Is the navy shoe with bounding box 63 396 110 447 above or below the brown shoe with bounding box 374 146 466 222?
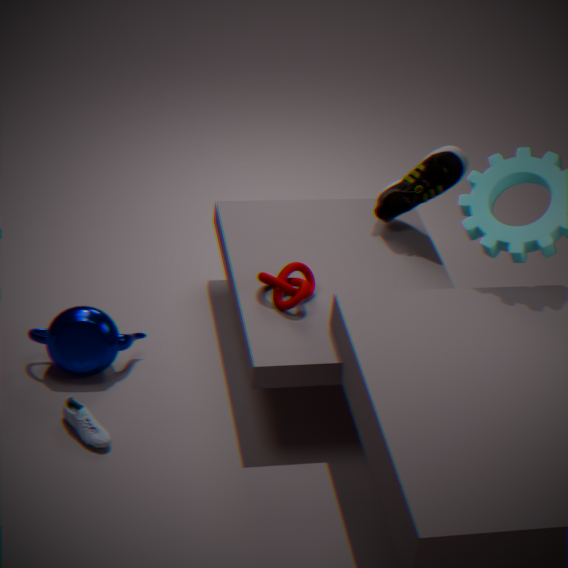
below
